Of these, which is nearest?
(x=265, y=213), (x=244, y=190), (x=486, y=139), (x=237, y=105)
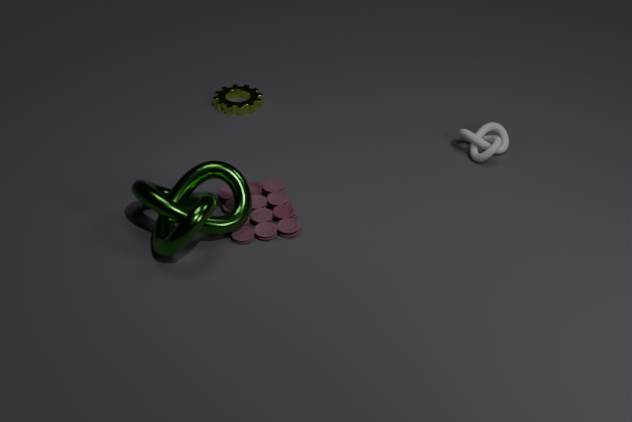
(x=244, y=190)
